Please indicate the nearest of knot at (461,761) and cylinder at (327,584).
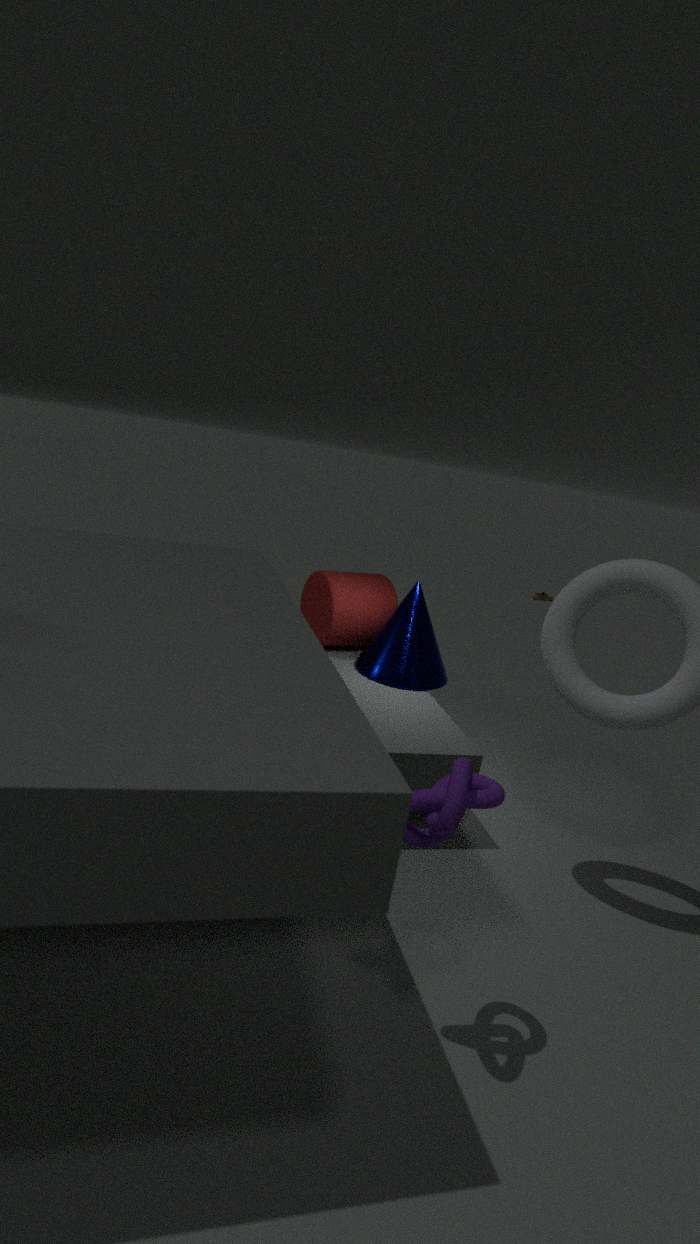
knot at (461,761)
